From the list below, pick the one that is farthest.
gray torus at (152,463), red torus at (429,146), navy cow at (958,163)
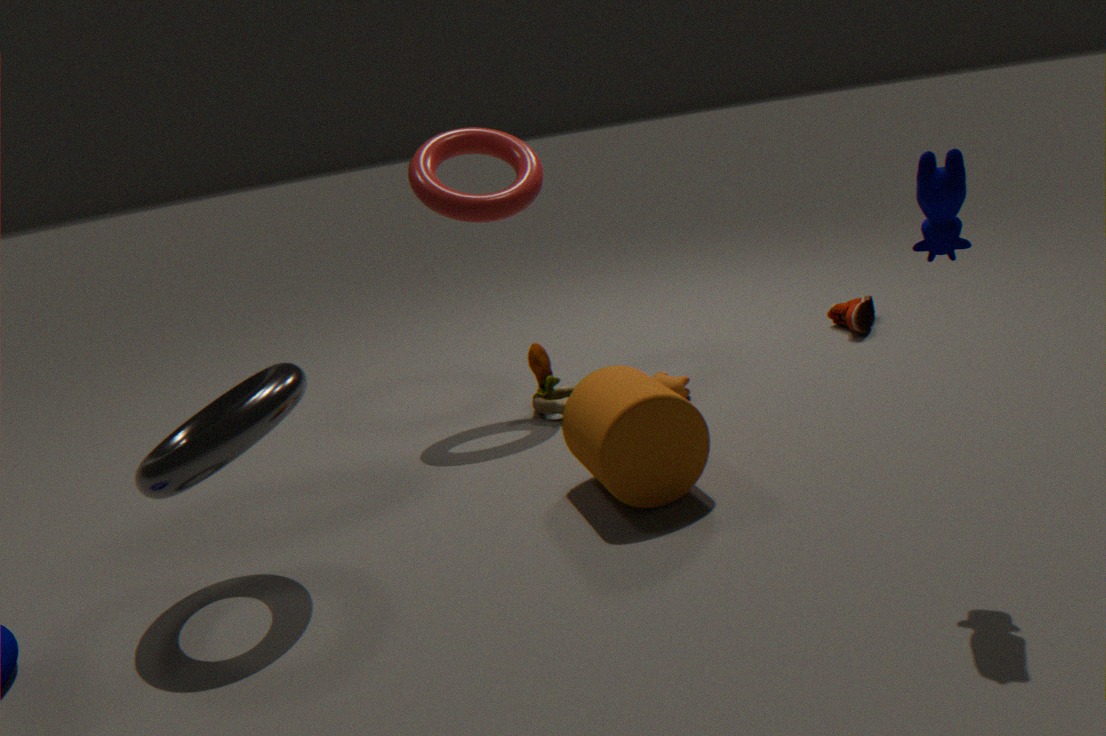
red torus at (429,146)
